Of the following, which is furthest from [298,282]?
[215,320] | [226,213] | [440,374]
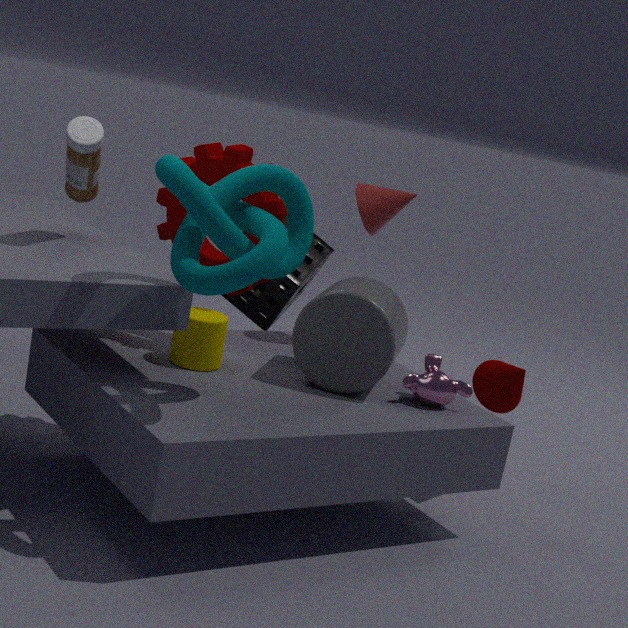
[226,213]
